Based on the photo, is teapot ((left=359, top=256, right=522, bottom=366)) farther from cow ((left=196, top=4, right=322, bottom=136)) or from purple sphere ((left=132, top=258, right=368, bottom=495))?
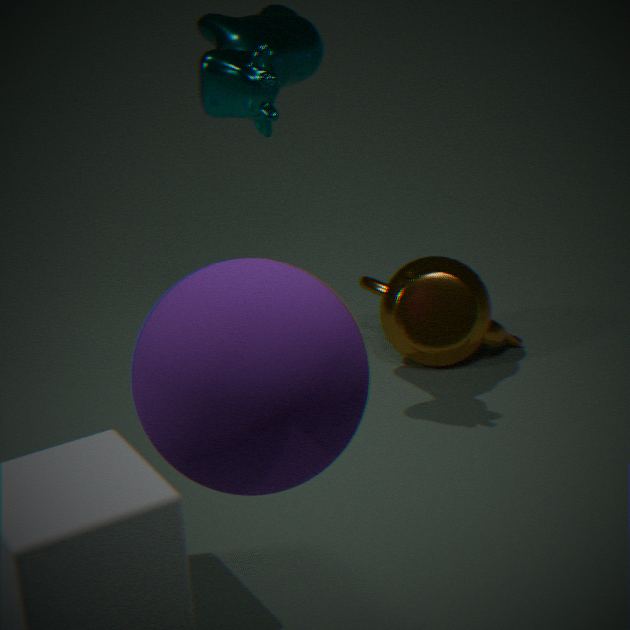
purple sphere ((left=132, top=258, right=368, bottom=495))
